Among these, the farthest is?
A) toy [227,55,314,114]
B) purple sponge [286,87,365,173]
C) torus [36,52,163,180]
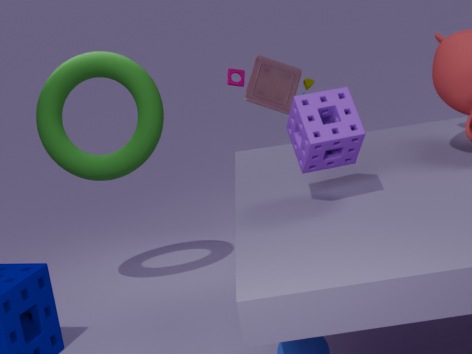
toy [227,55,314,114]
